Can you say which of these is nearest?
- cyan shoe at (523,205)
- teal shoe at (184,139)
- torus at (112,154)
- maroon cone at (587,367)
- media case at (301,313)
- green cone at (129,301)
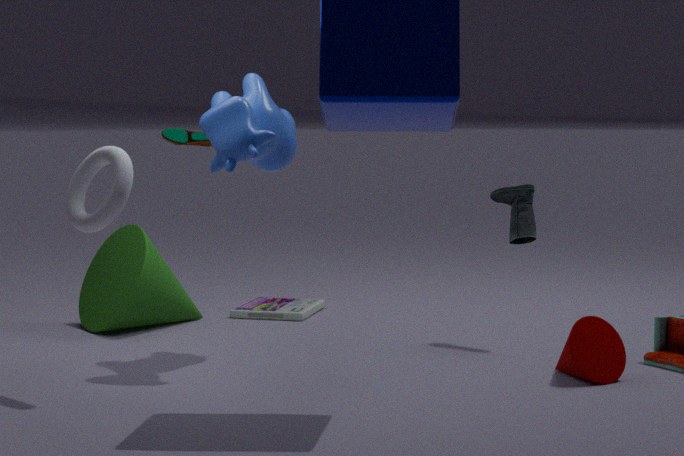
torus at (112,154)
